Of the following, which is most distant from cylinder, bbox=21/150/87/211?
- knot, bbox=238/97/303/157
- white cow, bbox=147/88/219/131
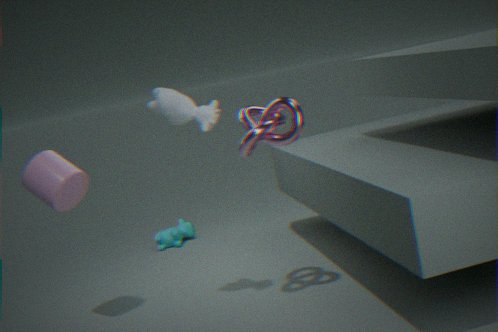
knot, bbox=238/97/303/157
